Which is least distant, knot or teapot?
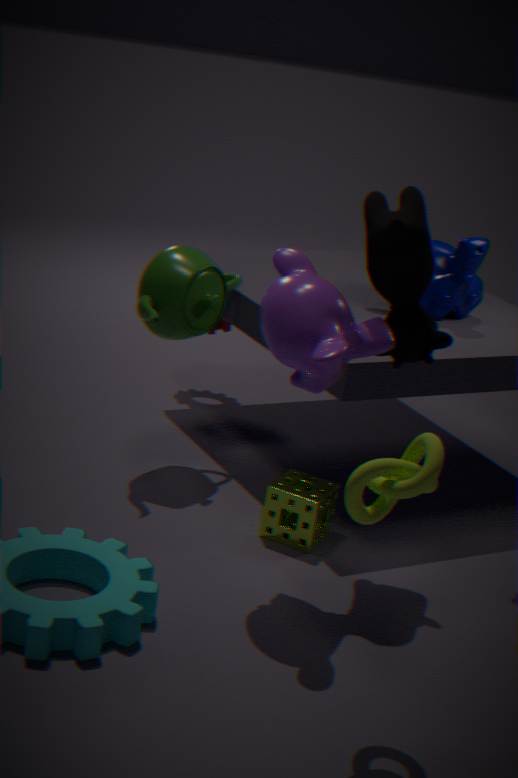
knot
